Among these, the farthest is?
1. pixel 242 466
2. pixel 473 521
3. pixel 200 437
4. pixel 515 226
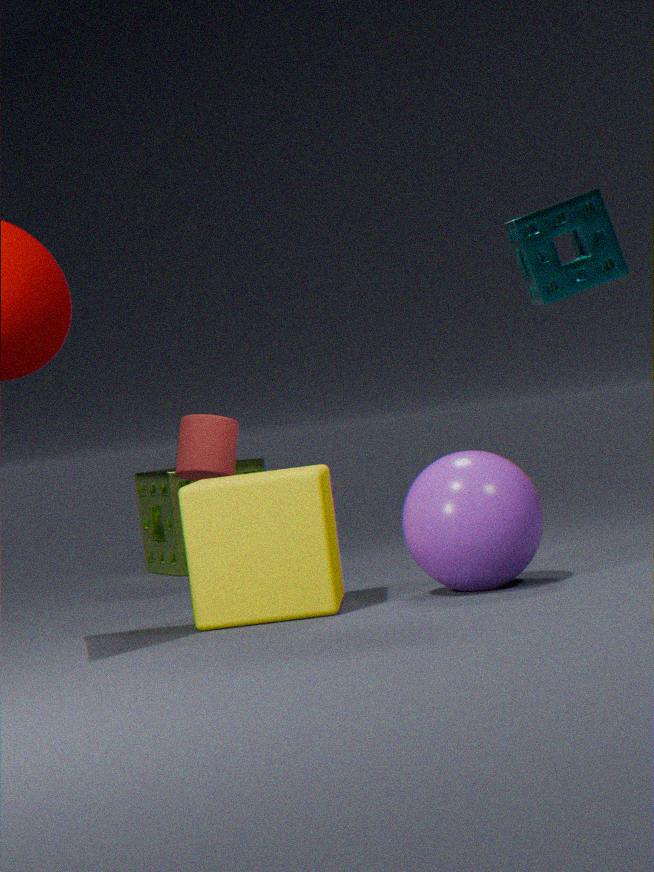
pixel 242 466
